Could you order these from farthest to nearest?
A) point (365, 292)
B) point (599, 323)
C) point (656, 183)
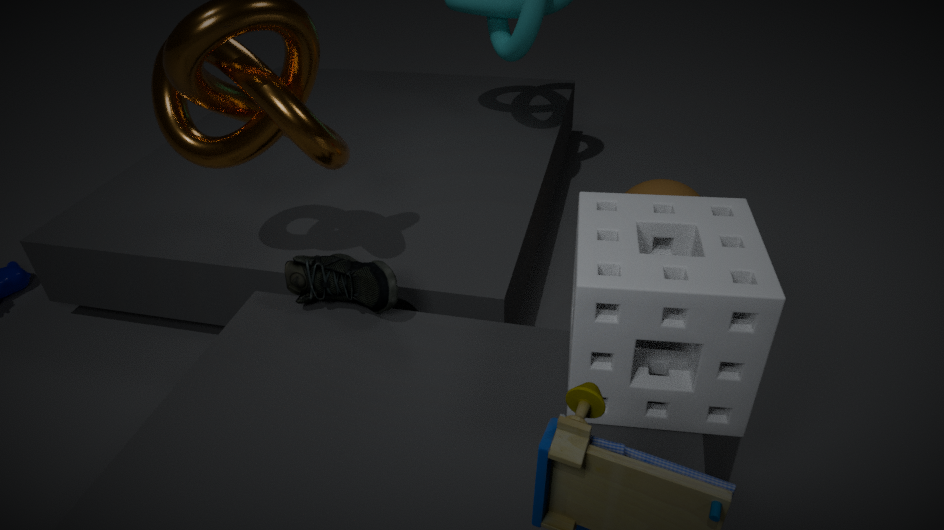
point (656, 183) < point (365, 292) < point (599, 323)
